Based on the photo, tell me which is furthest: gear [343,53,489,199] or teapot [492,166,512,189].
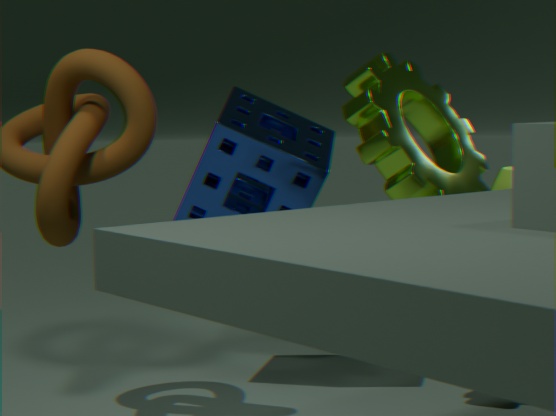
teapot [492,166,512,189]
